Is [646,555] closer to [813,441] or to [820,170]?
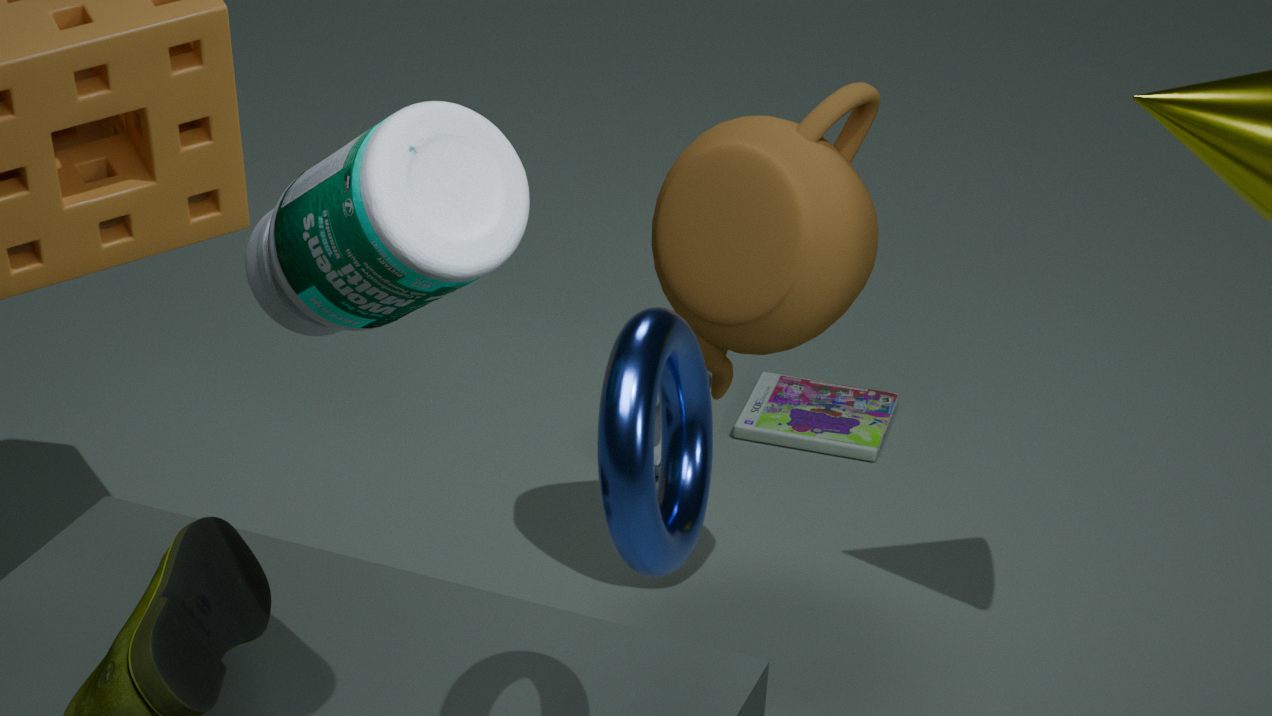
[820,170]
